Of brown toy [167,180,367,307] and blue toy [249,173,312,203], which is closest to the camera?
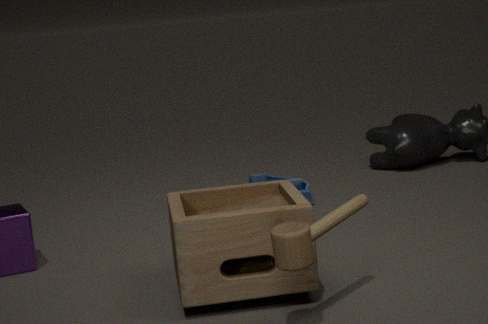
brown toy [167,180,367,307]
